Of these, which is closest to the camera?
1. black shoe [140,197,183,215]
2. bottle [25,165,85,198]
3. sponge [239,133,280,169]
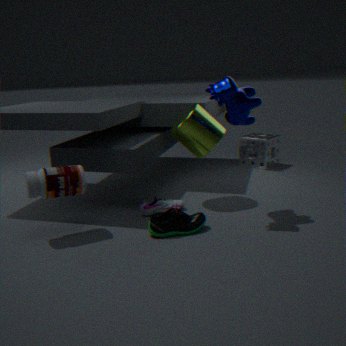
bottle [25,165,85,198]
